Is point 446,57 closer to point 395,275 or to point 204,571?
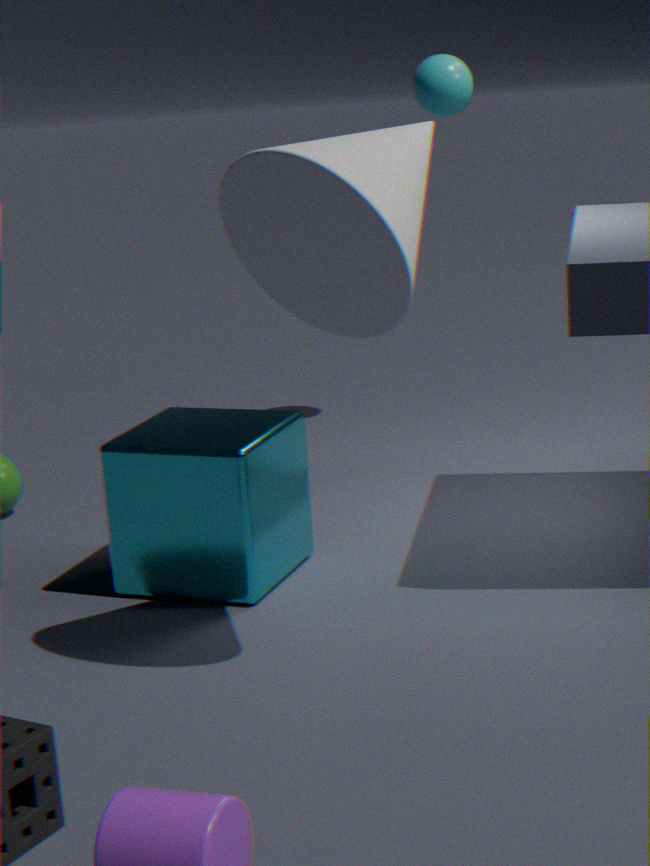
point 204,571
